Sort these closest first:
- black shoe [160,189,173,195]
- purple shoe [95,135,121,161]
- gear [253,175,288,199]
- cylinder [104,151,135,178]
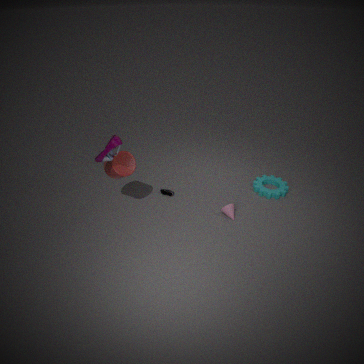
purple shoe [95,135,121,161] → cylinder [104,151,135,178] → gear [253,175,288,199] → black shoe [160,189,173,195]
